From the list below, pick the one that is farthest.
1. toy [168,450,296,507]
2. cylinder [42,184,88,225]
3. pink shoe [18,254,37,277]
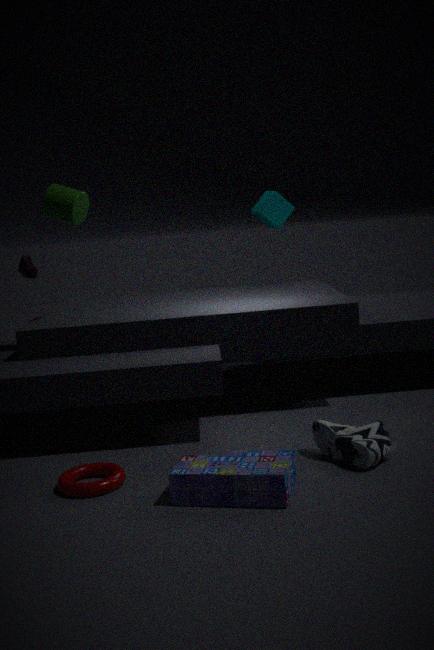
pink shoe [18,254,37,277]
